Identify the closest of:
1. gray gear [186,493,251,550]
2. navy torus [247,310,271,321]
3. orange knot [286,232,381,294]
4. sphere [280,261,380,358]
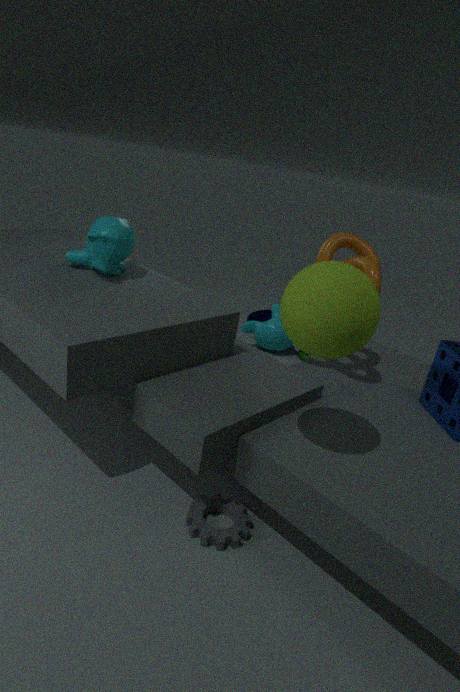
sphere [280,261,380,358]
